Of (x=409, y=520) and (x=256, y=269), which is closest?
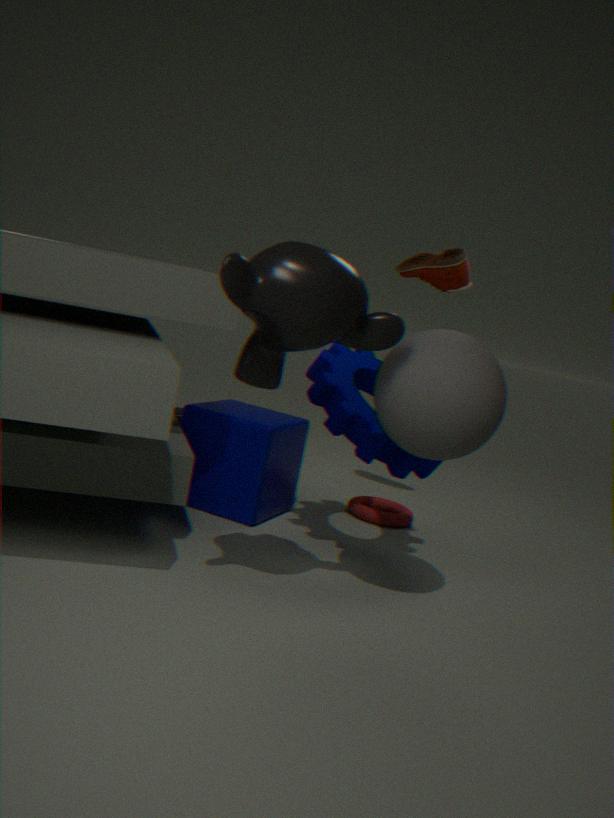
(x=256, y=269)
